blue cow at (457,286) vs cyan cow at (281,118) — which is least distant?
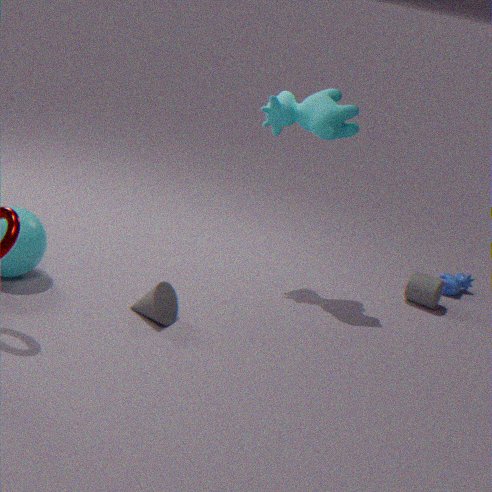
cyan cow at (281,118)
